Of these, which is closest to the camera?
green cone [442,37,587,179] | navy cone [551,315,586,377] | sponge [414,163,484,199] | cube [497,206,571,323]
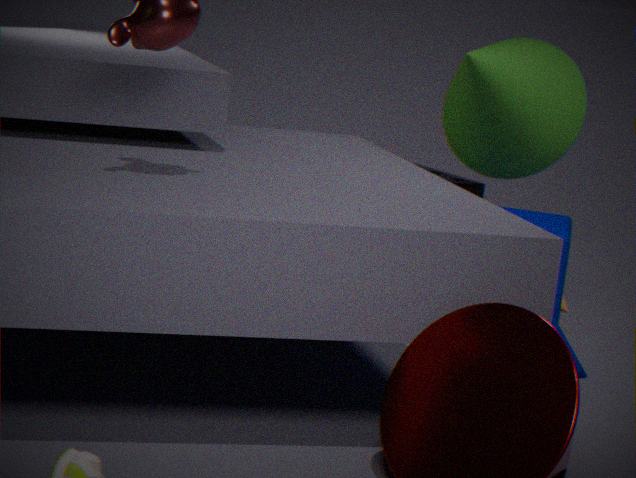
navy cone [551,315,586,377]
